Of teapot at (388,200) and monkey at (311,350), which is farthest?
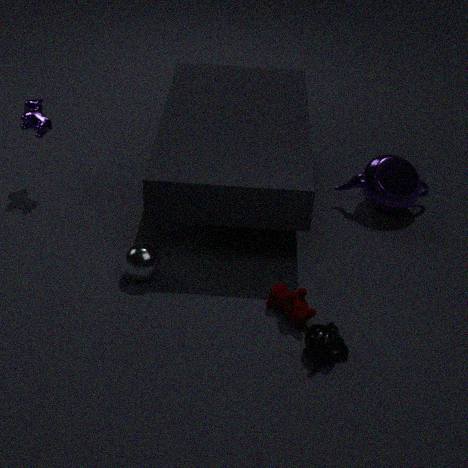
teapot at (388,200)
